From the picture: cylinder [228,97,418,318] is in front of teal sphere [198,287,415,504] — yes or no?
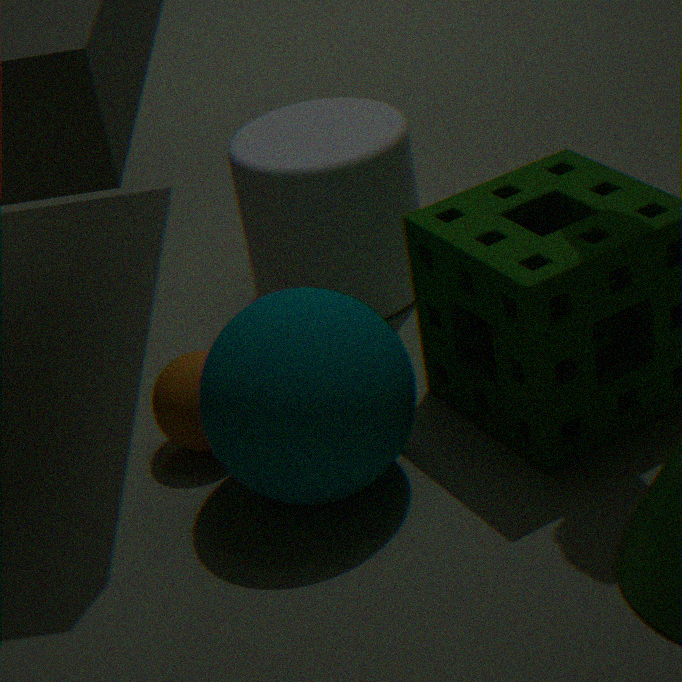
No
